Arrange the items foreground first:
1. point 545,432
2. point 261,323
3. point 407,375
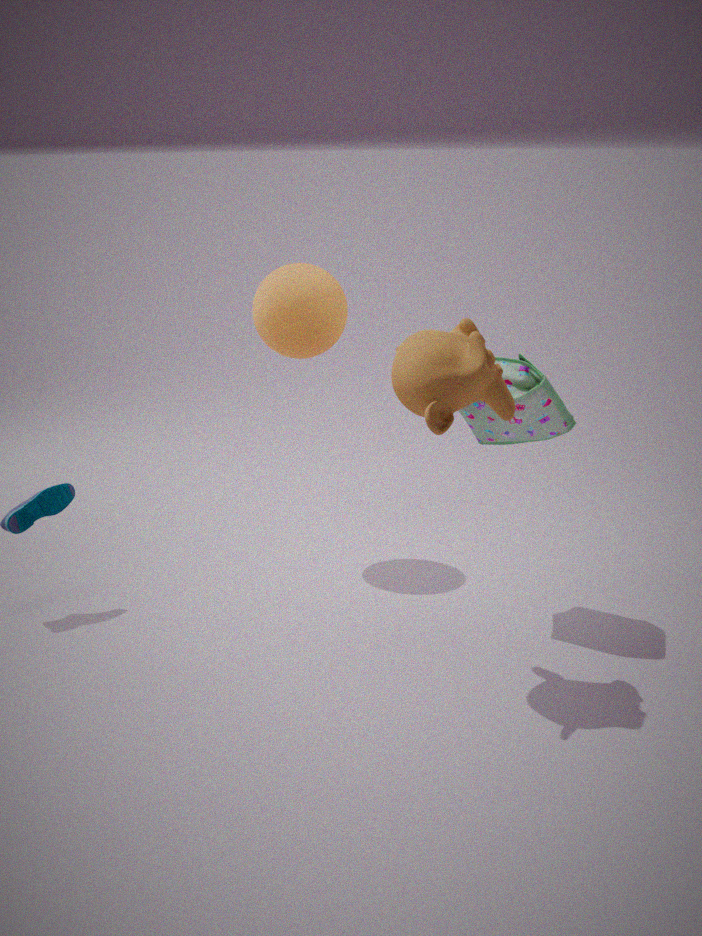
1. point 407,375
2. point 545,432
3. point 261,323
